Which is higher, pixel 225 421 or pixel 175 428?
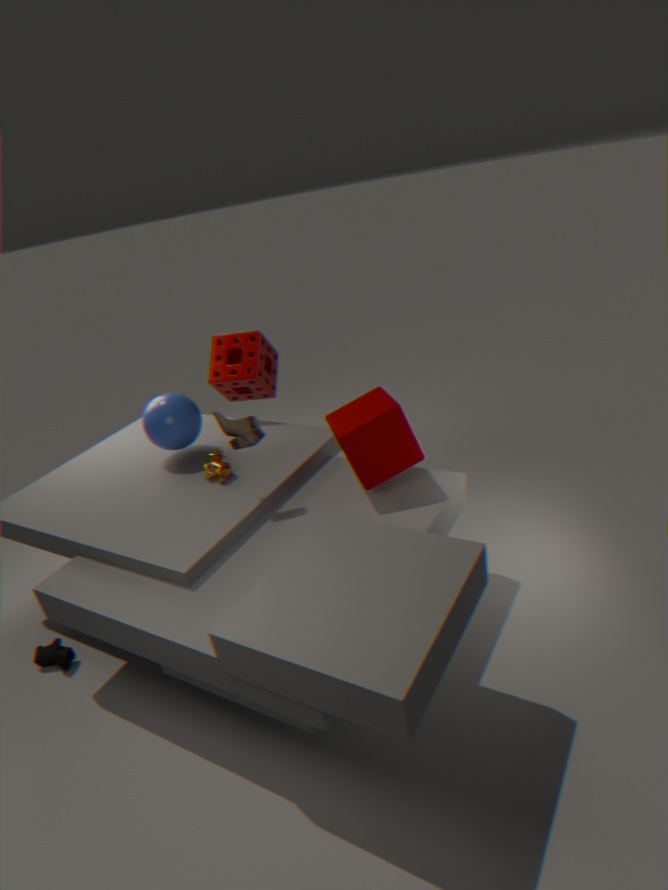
pixel 225 421
